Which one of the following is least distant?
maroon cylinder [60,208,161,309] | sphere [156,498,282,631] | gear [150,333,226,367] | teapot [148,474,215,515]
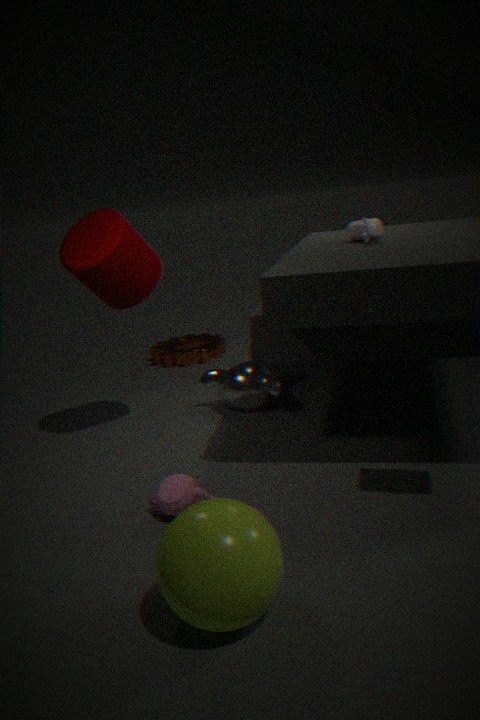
sphere [156,498,282,631]
